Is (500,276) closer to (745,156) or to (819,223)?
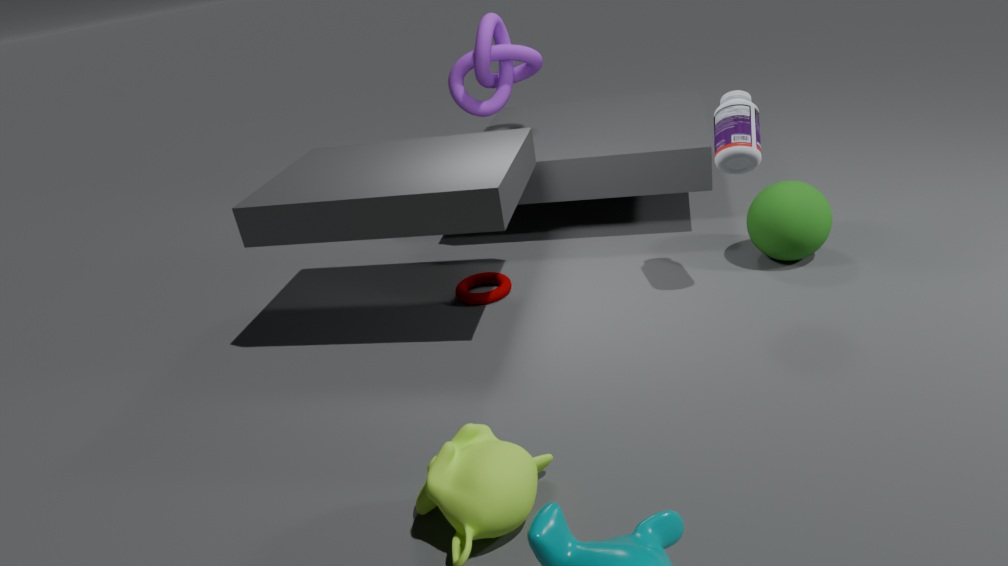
(745,156)
